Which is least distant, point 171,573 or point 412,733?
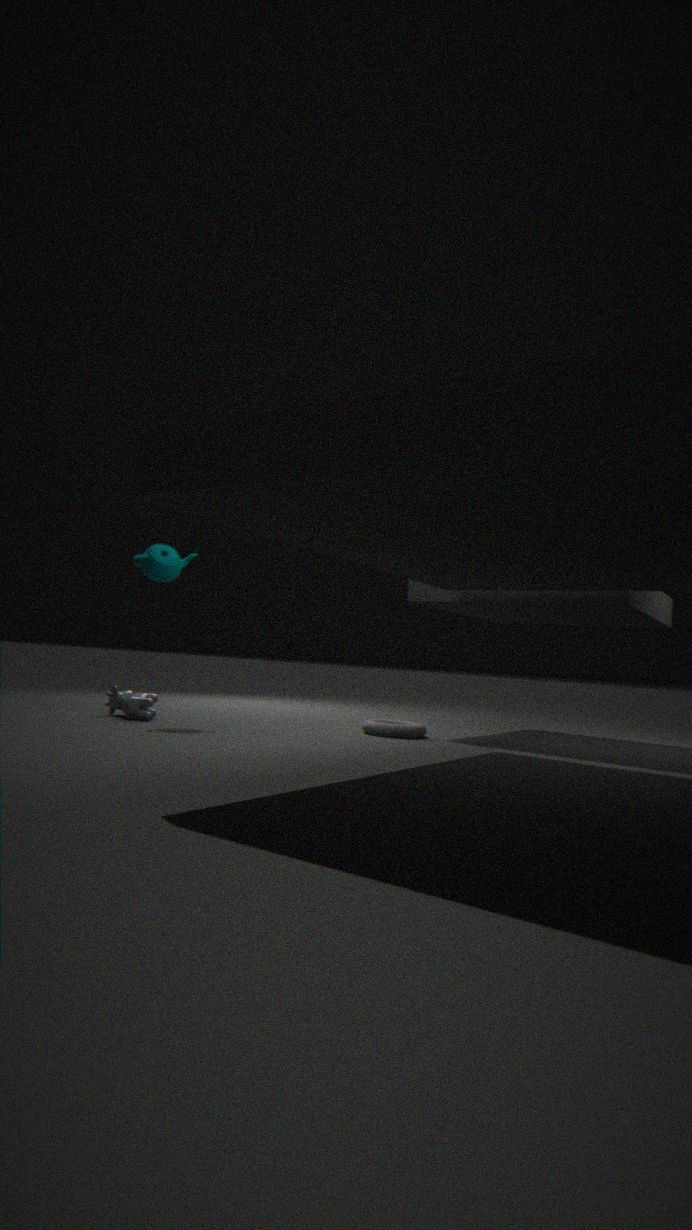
point 171,573
